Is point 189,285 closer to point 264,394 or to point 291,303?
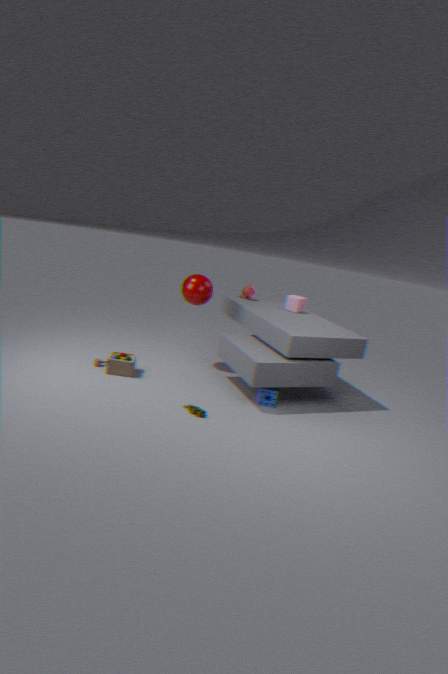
point 291,303
